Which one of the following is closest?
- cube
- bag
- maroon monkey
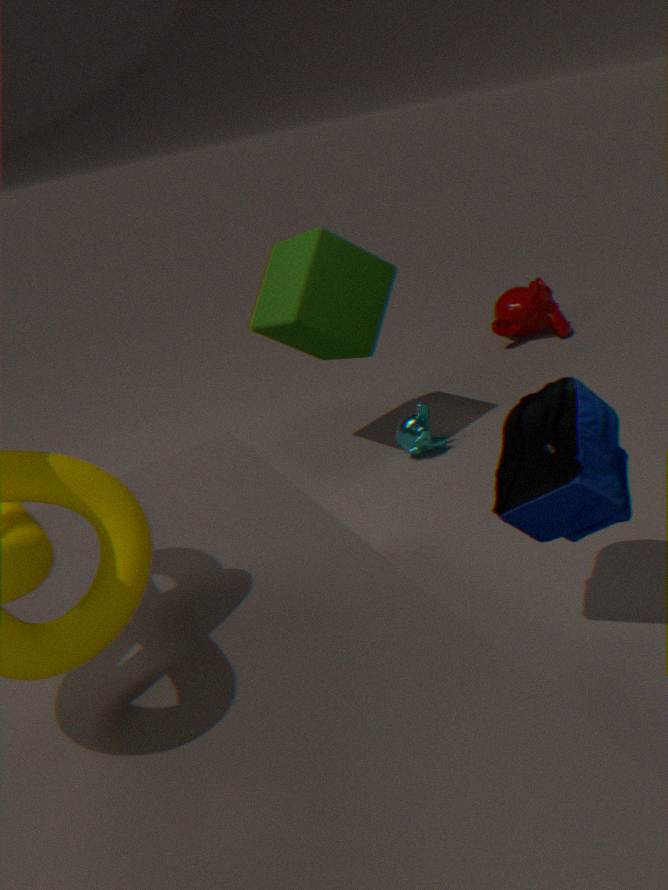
bag
